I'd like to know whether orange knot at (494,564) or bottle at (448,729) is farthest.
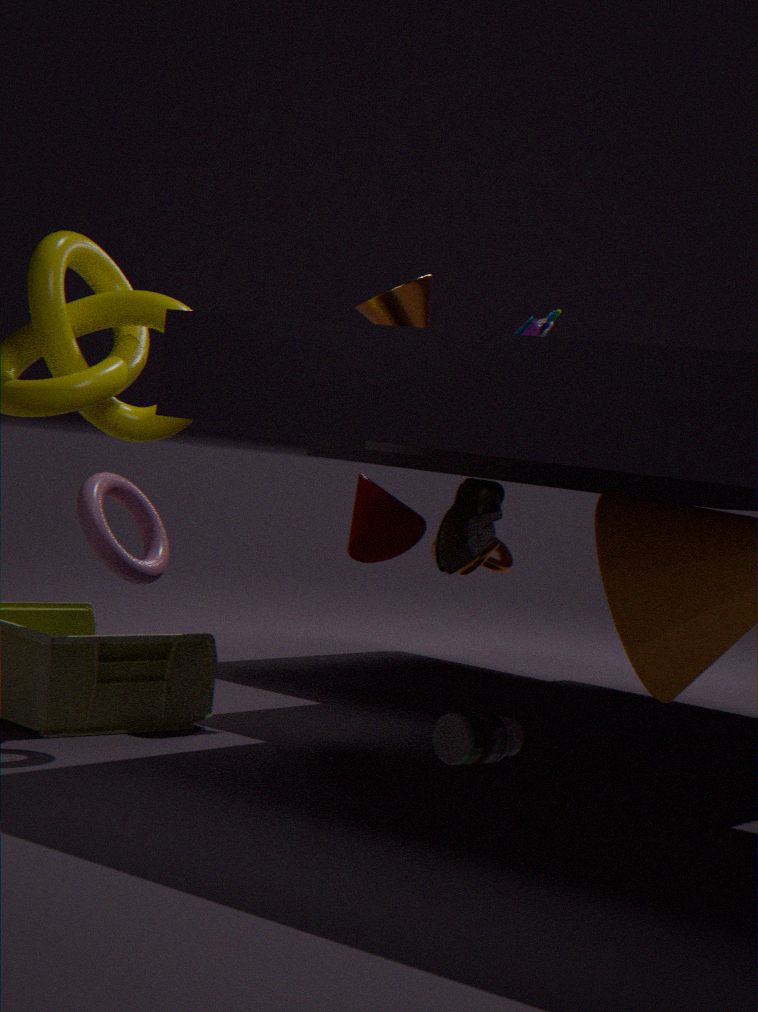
orange knot at (494,564)
